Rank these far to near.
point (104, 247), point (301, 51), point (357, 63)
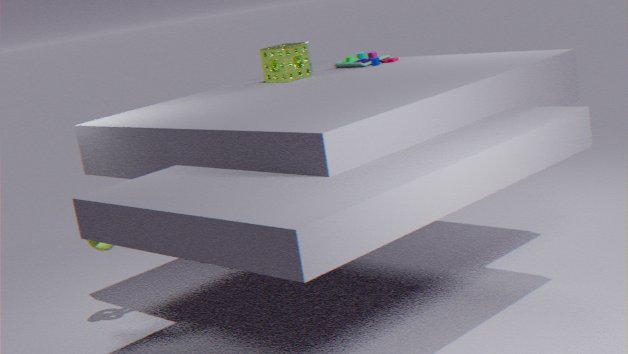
1. point (357, 63)
2. point (301, 51)
3. point (104, 247)
